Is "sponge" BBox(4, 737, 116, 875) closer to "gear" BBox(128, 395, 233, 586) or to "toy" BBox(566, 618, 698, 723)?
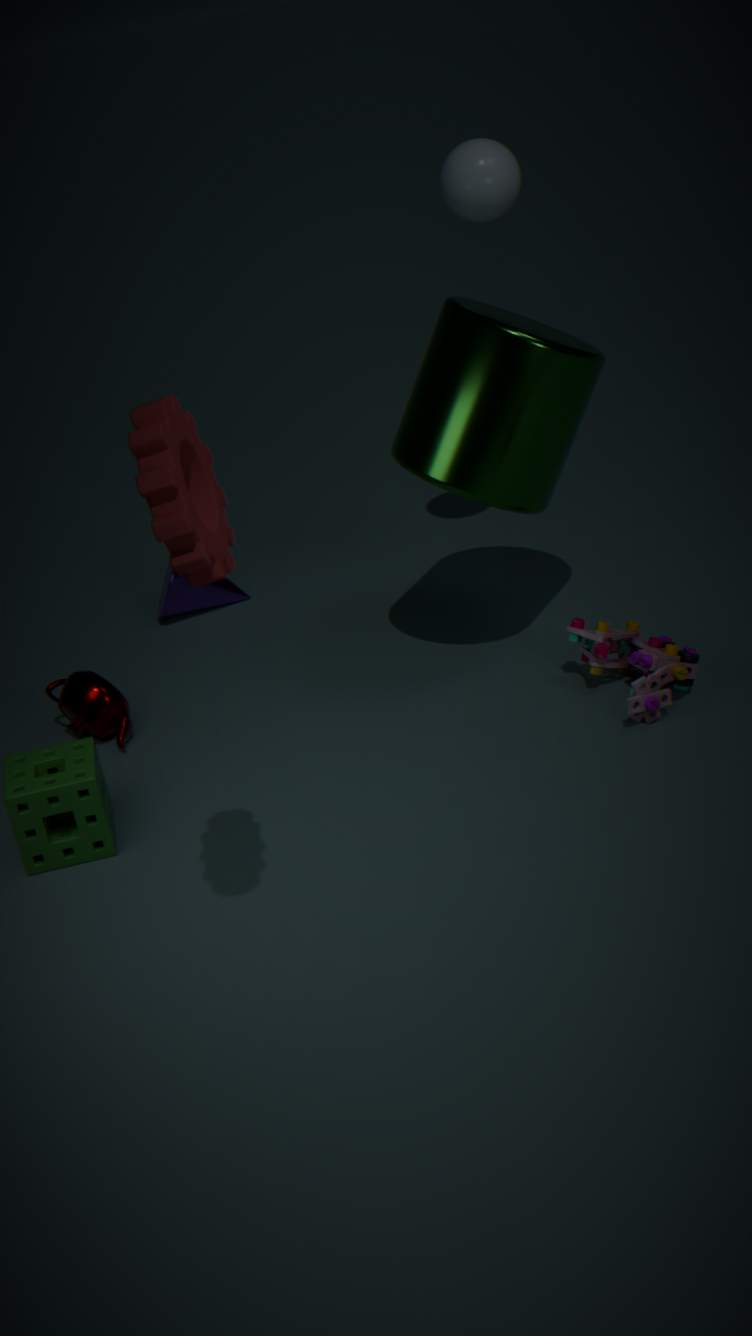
"gear" BBox(128, 395, 233, 586)
